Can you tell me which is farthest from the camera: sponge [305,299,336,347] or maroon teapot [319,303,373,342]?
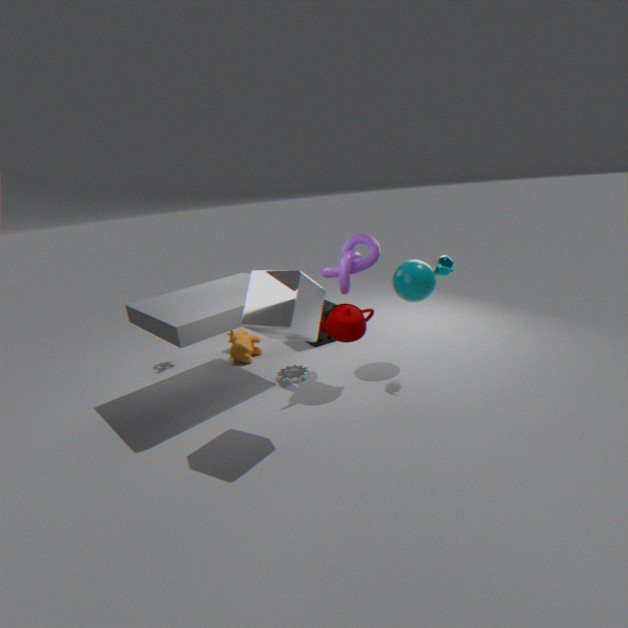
sponge [305,299,336,347]
